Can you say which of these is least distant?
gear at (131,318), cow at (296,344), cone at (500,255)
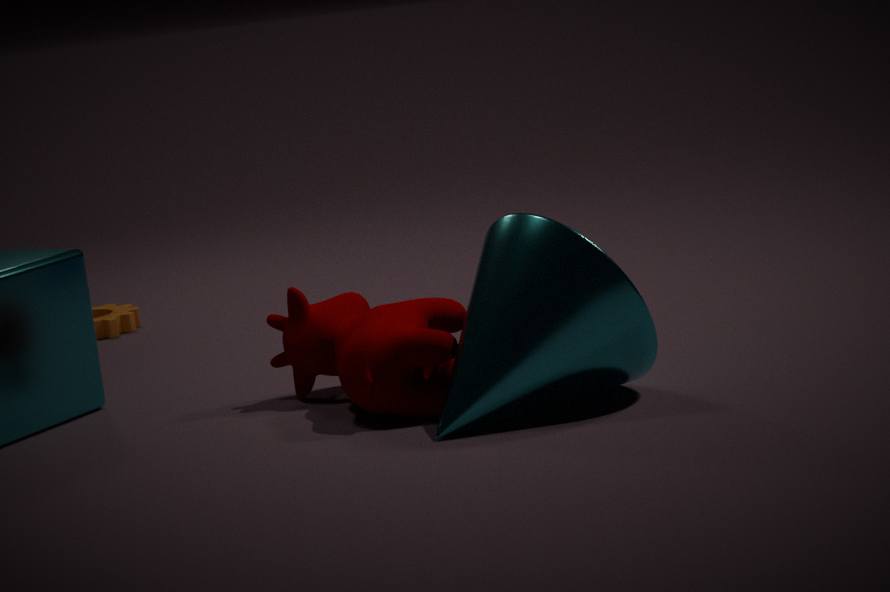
cone at (500,255)
